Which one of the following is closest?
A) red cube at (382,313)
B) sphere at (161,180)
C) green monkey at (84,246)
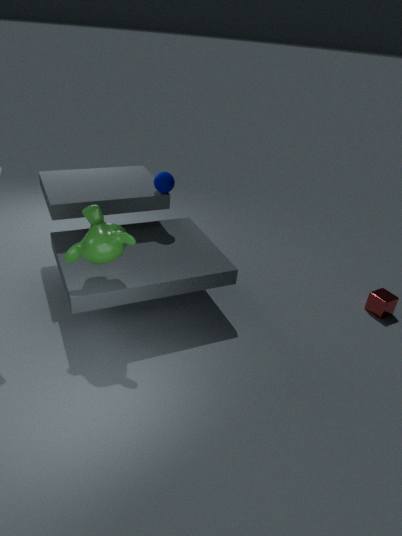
green monkey at (84,246)
